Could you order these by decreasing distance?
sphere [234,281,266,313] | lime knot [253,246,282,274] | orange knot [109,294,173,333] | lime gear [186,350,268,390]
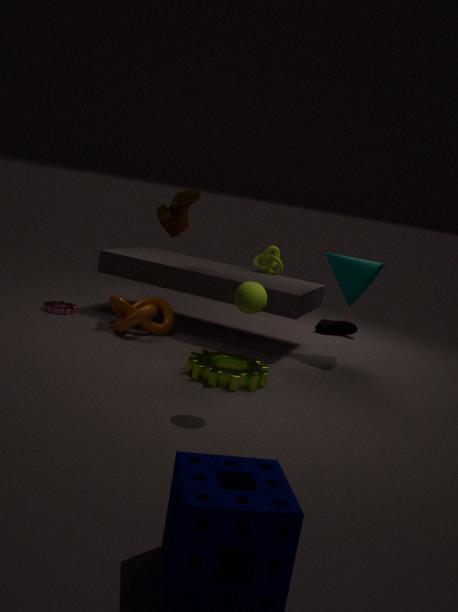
lime knot [253,246,282,274] < orange knot [109,294,173,333] < lime gear [186,350,268,390] < sphere [234,281,266,313]
